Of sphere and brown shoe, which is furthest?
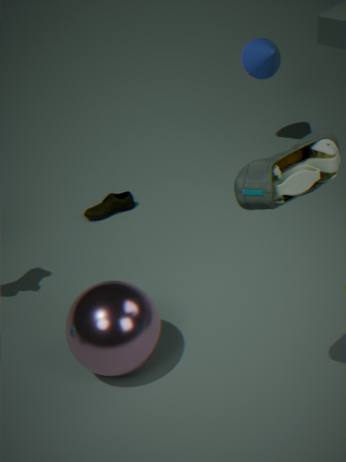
brown shoe
